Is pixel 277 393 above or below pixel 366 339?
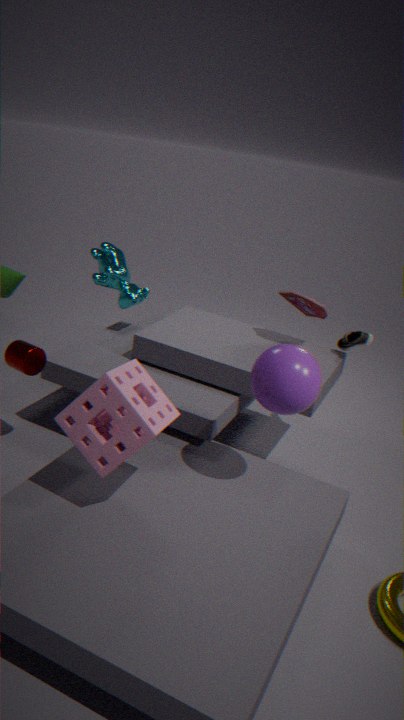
above
